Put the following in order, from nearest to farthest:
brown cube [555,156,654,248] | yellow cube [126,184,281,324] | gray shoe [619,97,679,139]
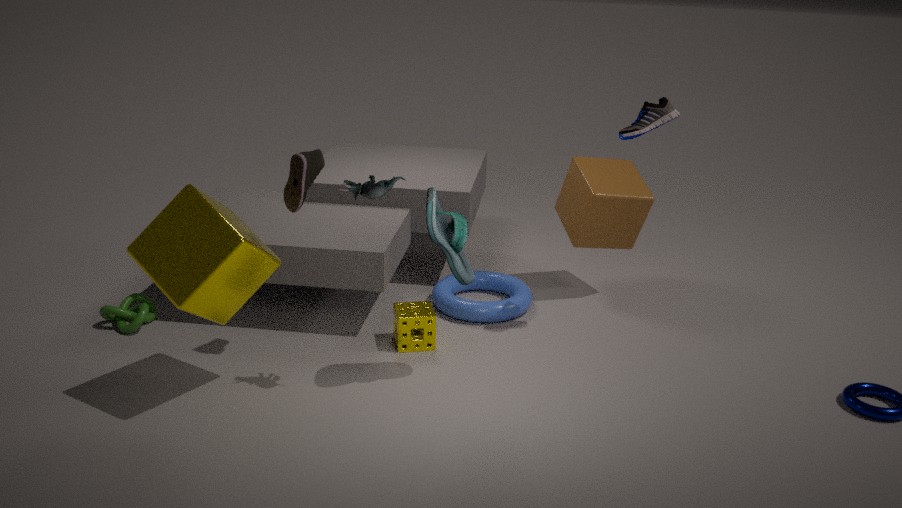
yellow cube [126,184,281,324], gray shoe [619,97,679,139], brown cube [555,156,654,248]
